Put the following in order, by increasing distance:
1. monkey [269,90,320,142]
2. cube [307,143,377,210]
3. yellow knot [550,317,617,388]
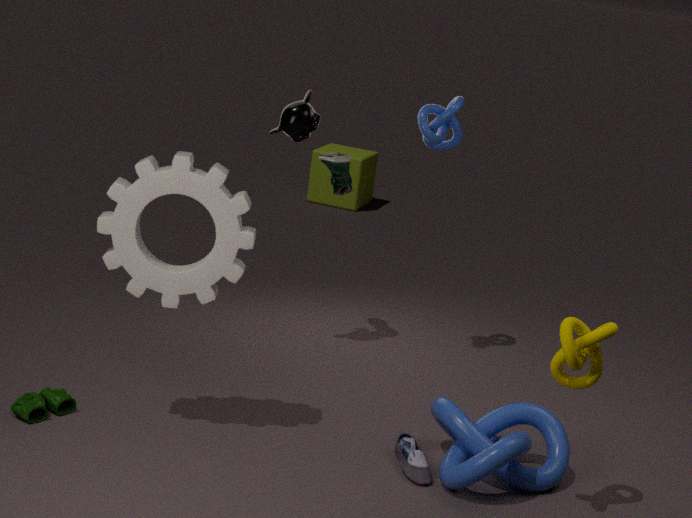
1. yellow knot [550,317,617,388]
2. monkey [269,90,320,142]
3. cube [307,143,377,210]
